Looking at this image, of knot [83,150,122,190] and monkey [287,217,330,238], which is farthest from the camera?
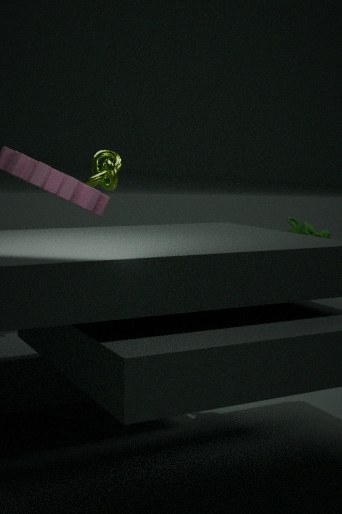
knot [83,150,122,190]
